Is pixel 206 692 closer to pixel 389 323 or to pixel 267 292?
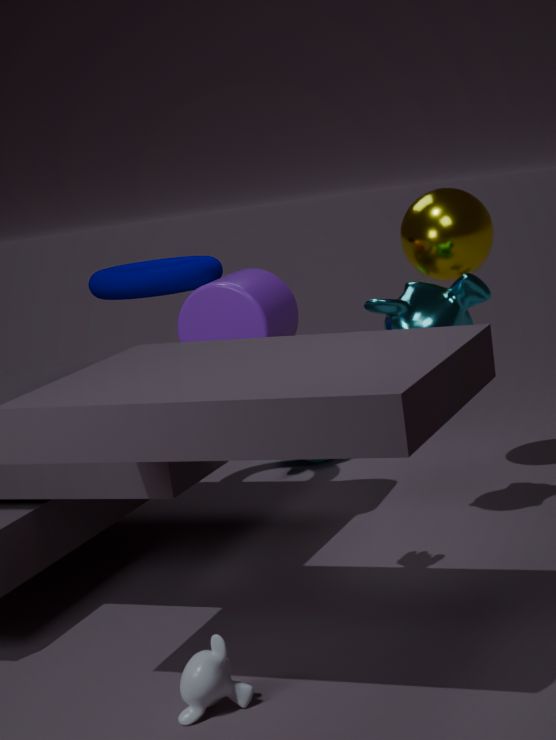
pixel 389 323
